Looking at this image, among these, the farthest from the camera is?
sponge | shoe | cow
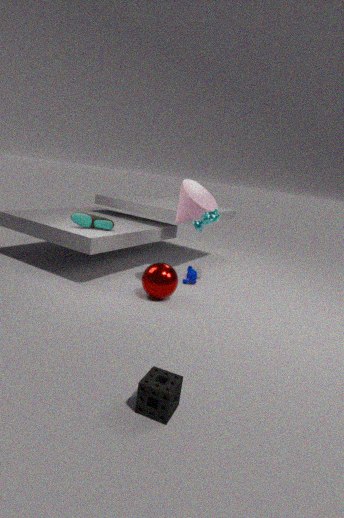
shoe
